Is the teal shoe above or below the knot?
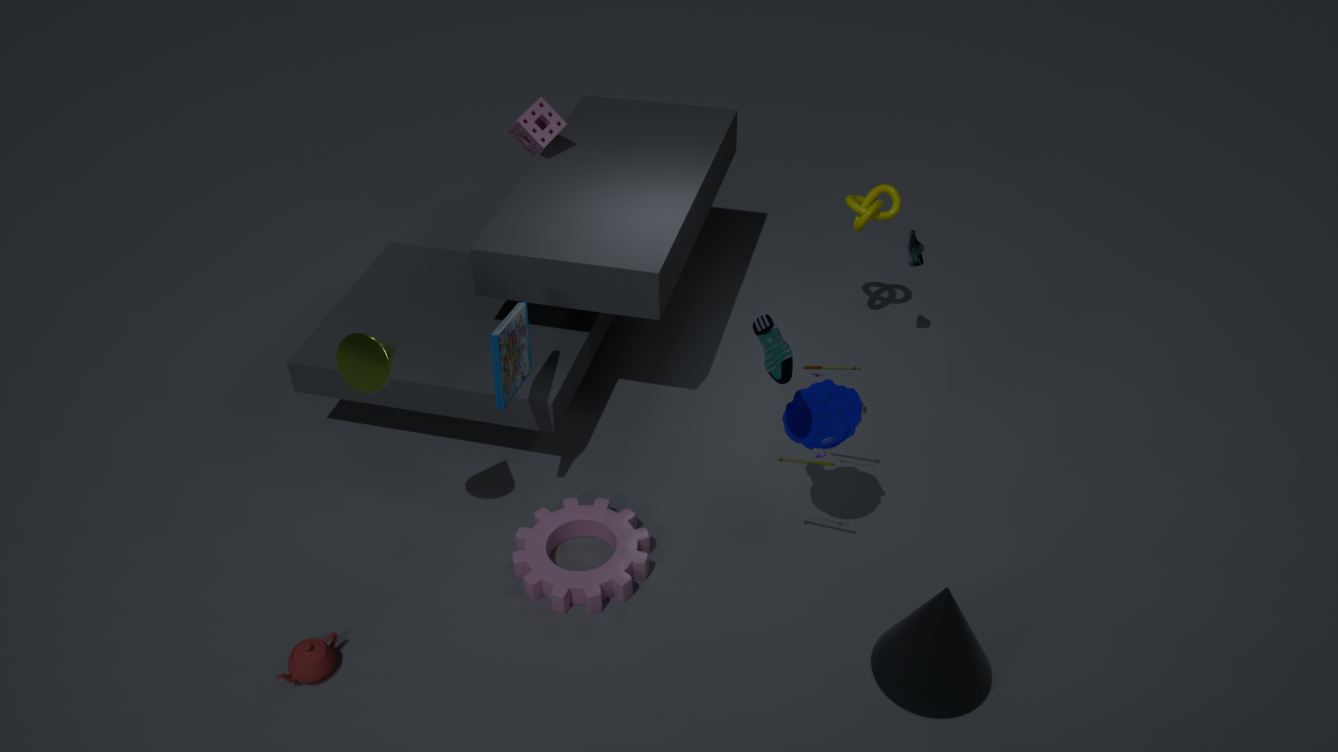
above
